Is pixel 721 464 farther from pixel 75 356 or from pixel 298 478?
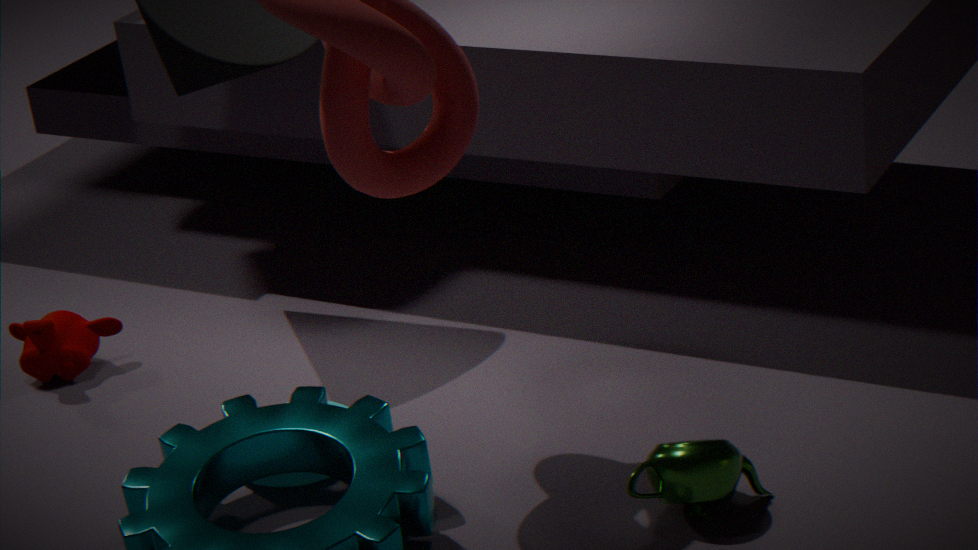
pixel 75 356
